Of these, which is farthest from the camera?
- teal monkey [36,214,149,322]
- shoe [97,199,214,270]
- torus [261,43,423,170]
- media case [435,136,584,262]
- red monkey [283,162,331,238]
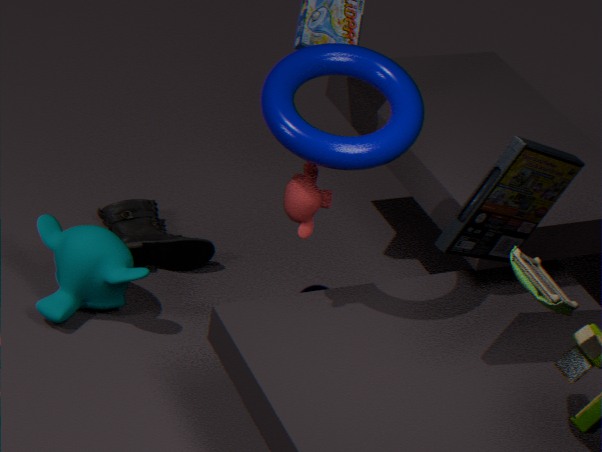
shoe [97,199,214,270]
